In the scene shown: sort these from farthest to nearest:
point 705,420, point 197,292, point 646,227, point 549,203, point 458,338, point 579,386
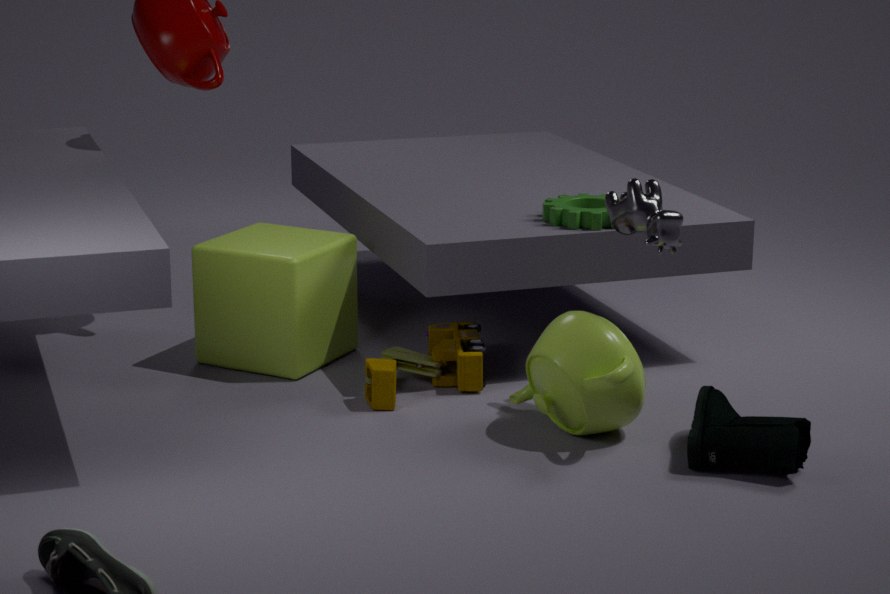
point 197,292
point 549,203
point 458,338
point 646,227
point 579,386
point 705,420
